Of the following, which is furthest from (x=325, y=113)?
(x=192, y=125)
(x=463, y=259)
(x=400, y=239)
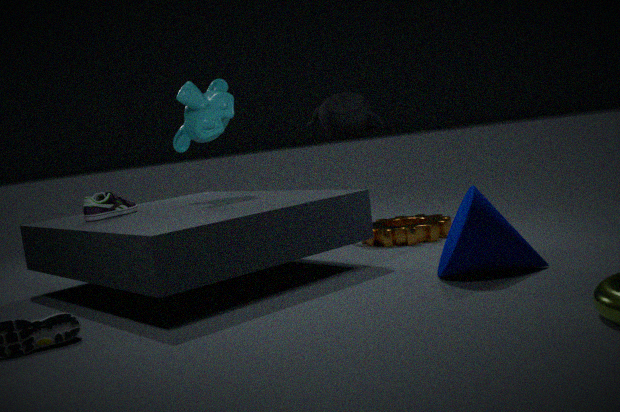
(x=463, y=259)
